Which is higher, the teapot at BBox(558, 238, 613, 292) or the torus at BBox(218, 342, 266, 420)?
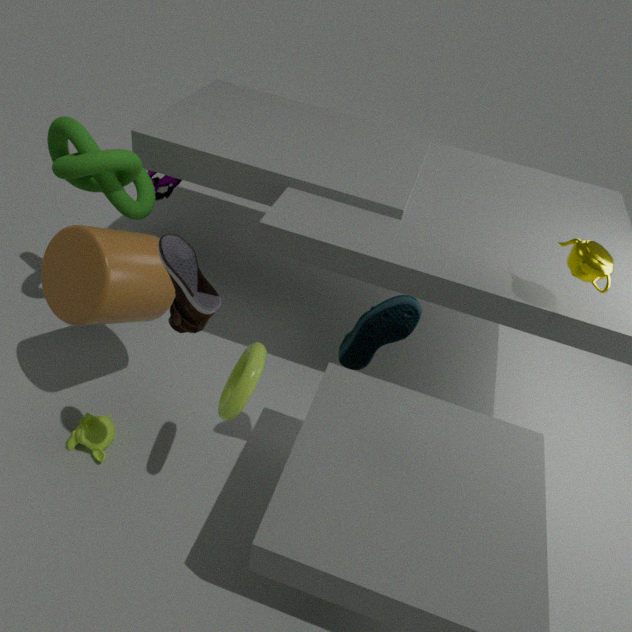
the teapot at BBox(558, 238, 613, 292)
